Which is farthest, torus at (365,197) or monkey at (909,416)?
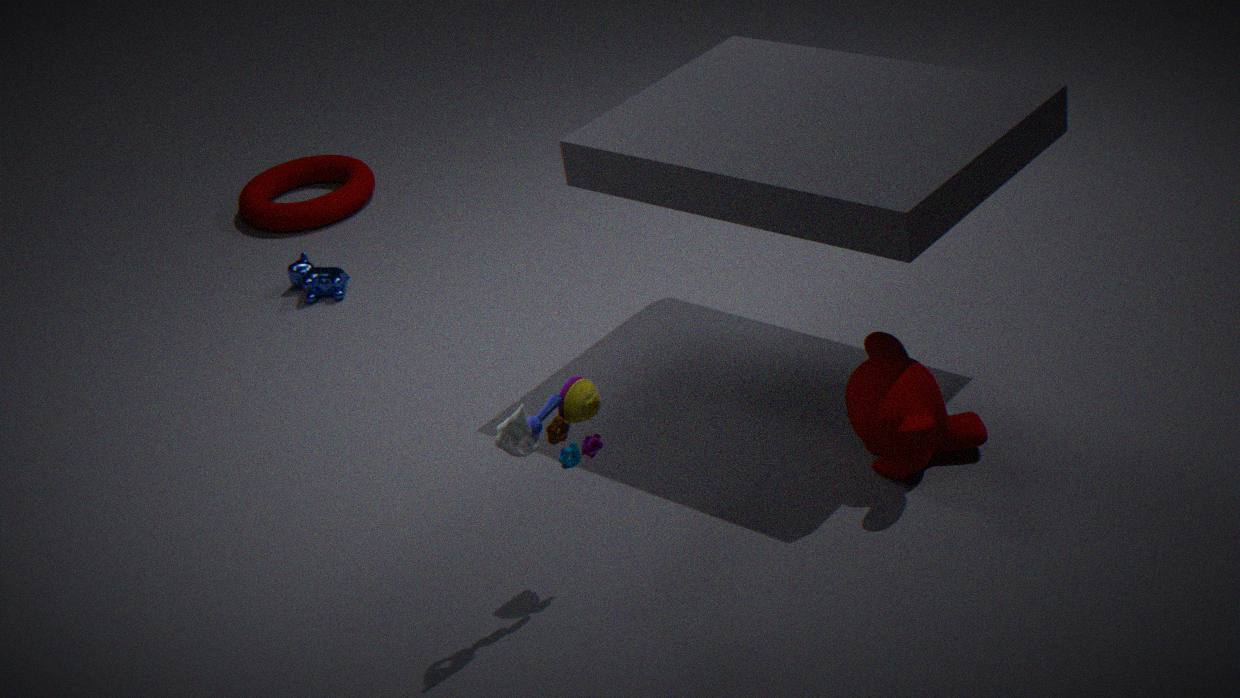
torus at (365,197)
